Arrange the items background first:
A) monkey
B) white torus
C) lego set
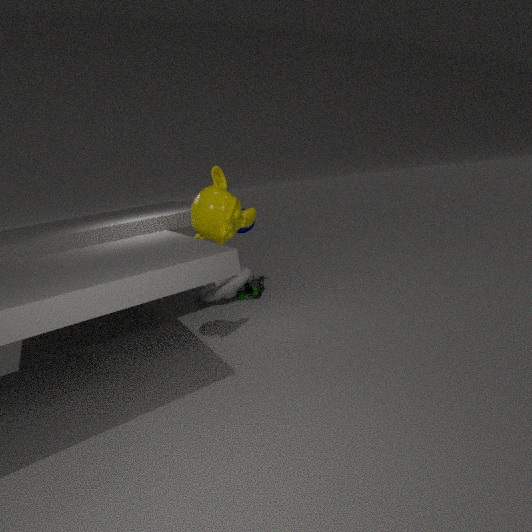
lego set, white torus, monkey
